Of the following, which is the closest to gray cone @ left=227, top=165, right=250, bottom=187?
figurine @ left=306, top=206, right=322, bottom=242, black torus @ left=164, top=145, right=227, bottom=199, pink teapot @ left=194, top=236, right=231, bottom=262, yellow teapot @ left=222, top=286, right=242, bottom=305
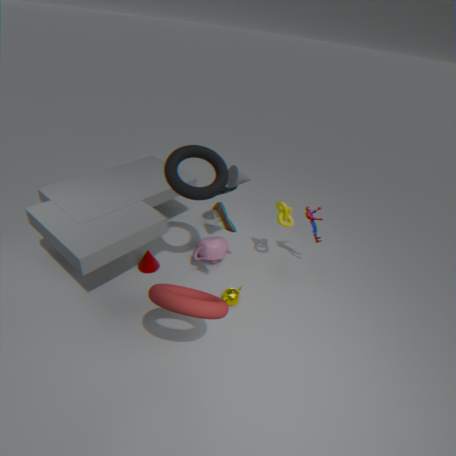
black torus @ left=164, top=145, right=227, bottom=199
